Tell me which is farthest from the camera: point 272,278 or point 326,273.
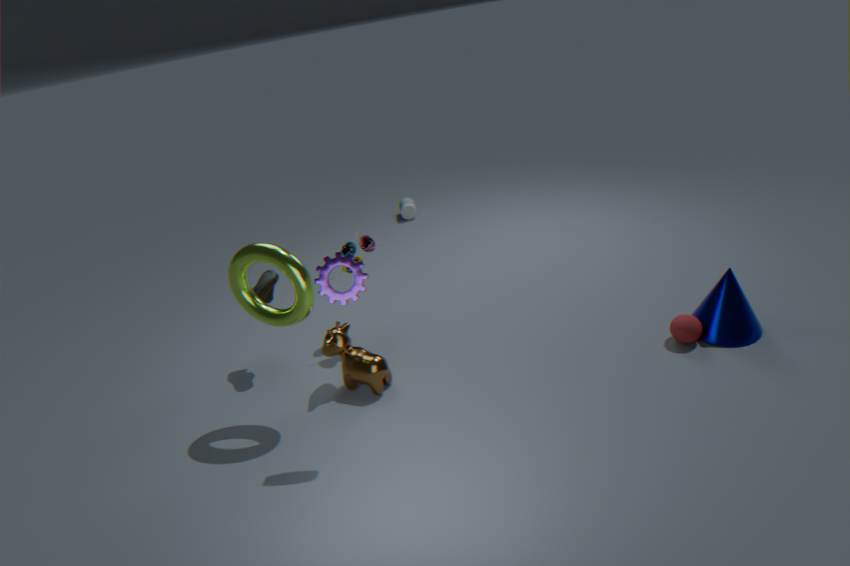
point 272,278
